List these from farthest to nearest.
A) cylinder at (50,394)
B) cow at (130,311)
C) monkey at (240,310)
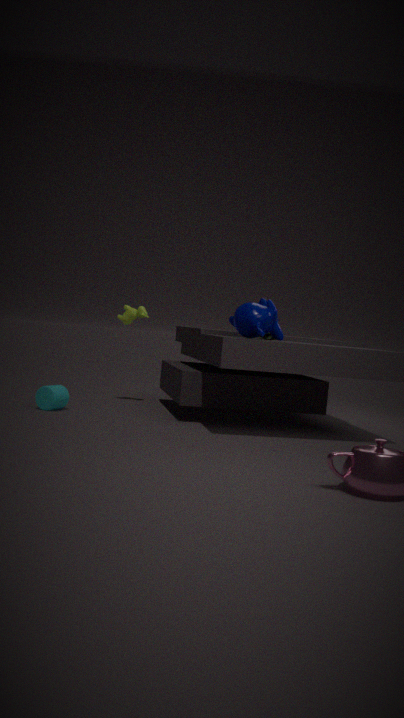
1. cow at (130,311)
2. cylinder at (50,394)
3. monkey at (240,310)
